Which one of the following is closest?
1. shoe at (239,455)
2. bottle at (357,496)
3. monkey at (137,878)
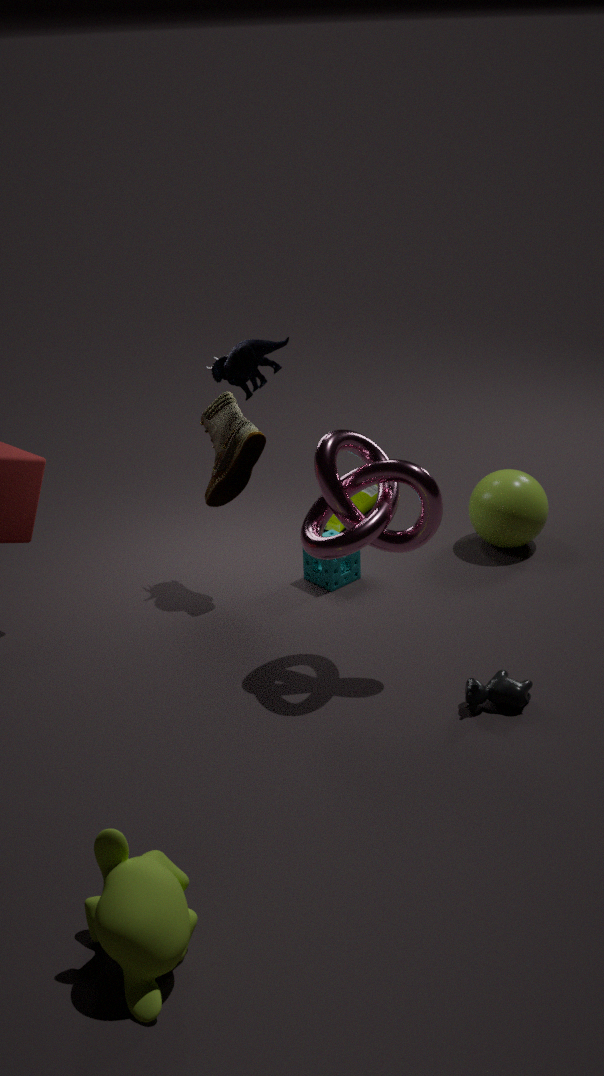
monkey at (137,878)
